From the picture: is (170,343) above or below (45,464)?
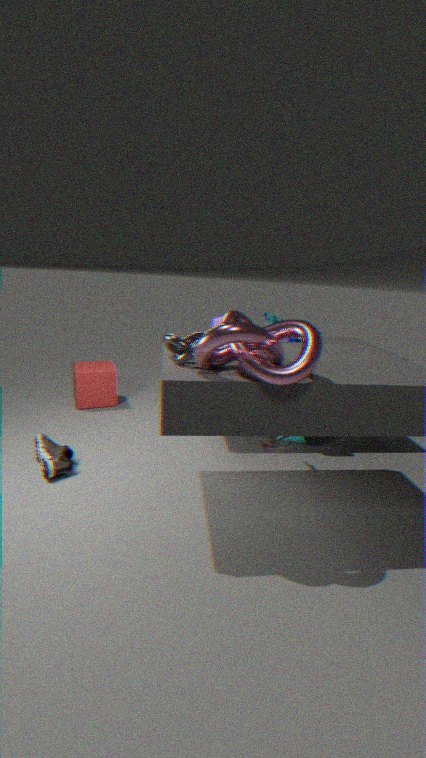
above
